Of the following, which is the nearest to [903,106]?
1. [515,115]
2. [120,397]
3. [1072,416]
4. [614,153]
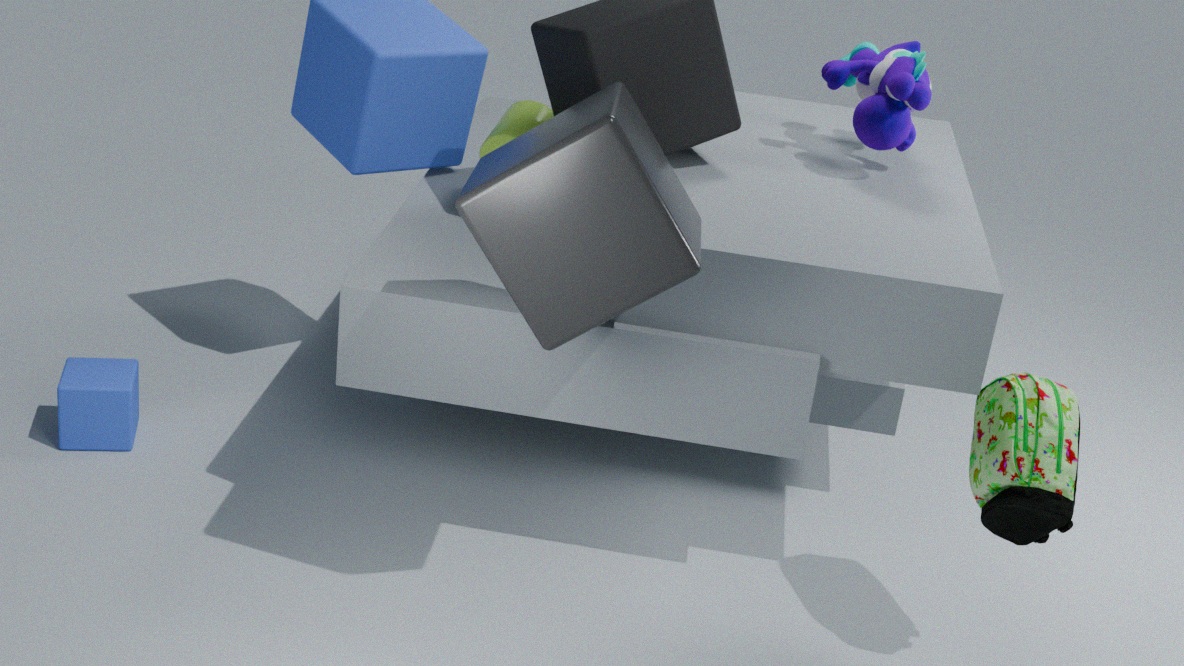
[515,115]
